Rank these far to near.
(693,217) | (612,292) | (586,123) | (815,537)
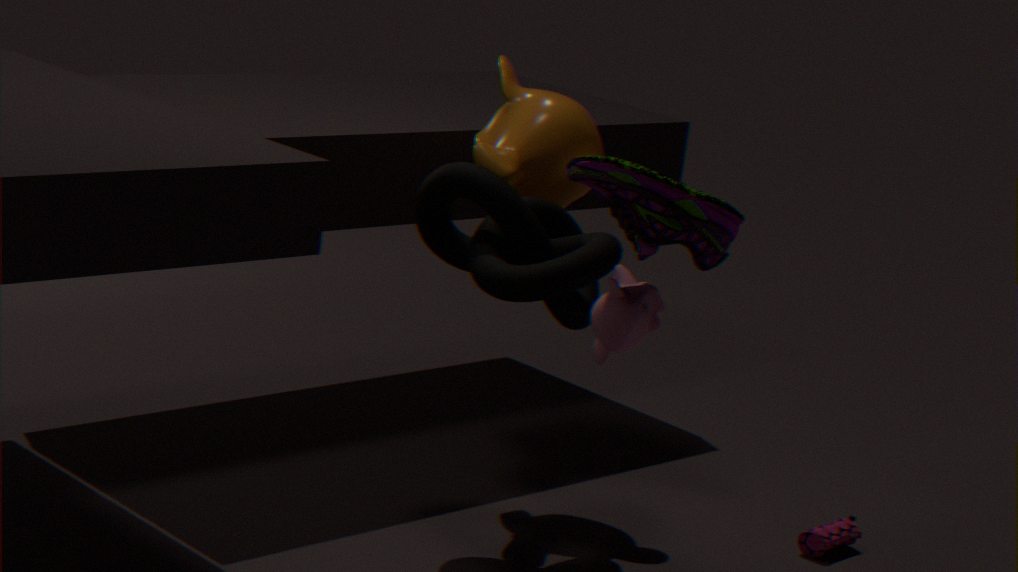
(586,123) → (815,537) → (612,292) → (693,217)
